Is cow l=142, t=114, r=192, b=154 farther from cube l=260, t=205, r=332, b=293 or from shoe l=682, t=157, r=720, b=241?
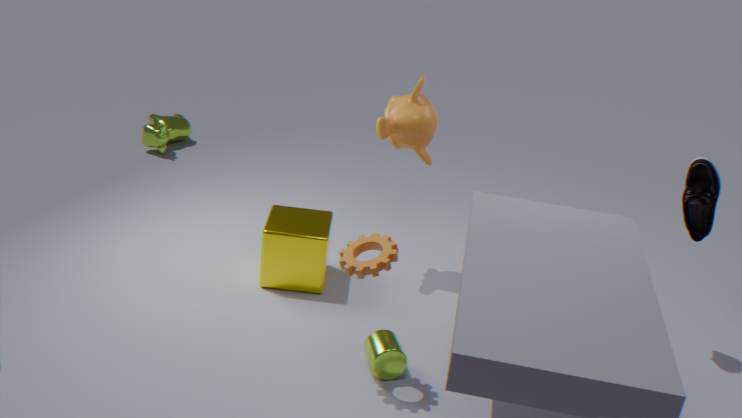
shoe l=682, t=157, r=720, b=241
